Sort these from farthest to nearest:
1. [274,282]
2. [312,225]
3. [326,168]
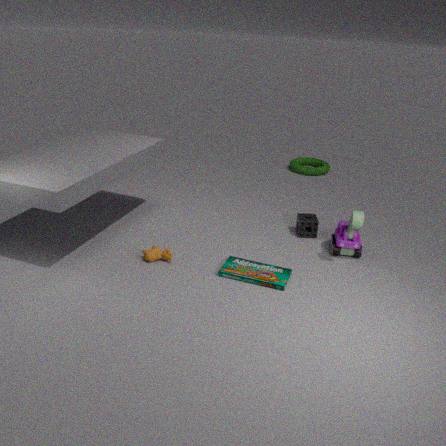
[326,168], [312,225], [274,282]
